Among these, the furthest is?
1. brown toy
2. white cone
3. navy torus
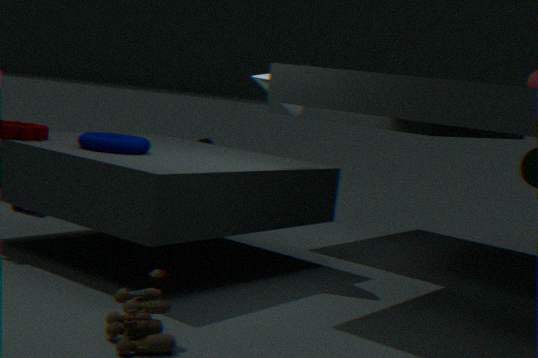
white cone
